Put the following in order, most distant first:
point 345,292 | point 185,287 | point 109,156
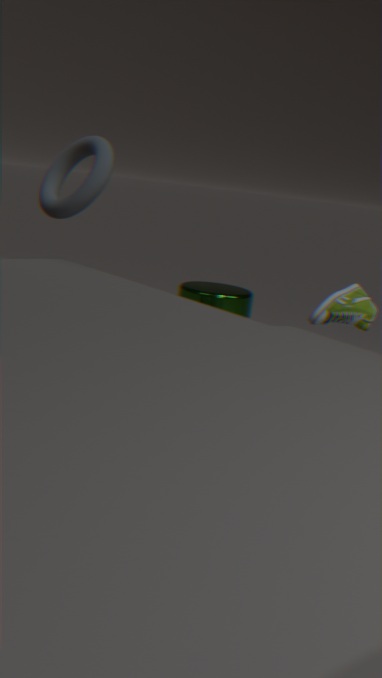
point 185,287 → point 345,292 → point 109,156
